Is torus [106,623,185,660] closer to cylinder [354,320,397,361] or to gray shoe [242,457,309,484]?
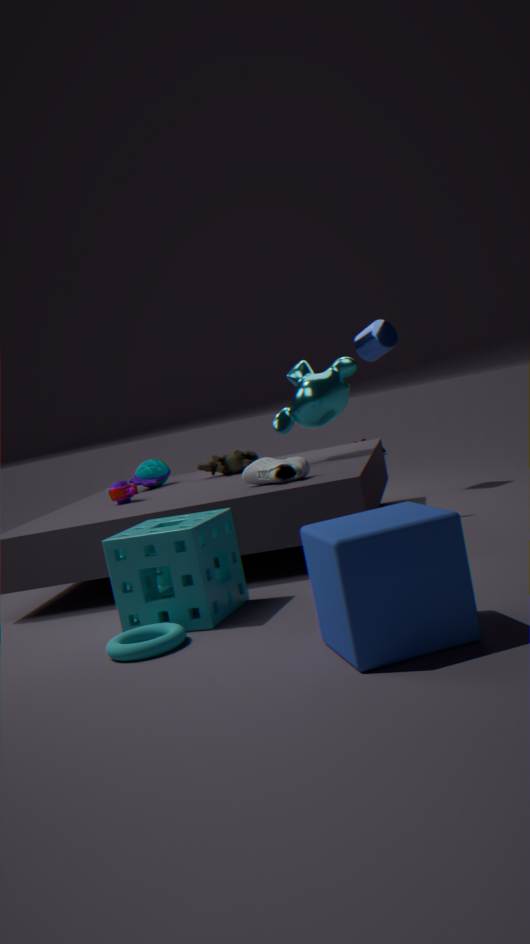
gray shoe [242,457,309,484]
